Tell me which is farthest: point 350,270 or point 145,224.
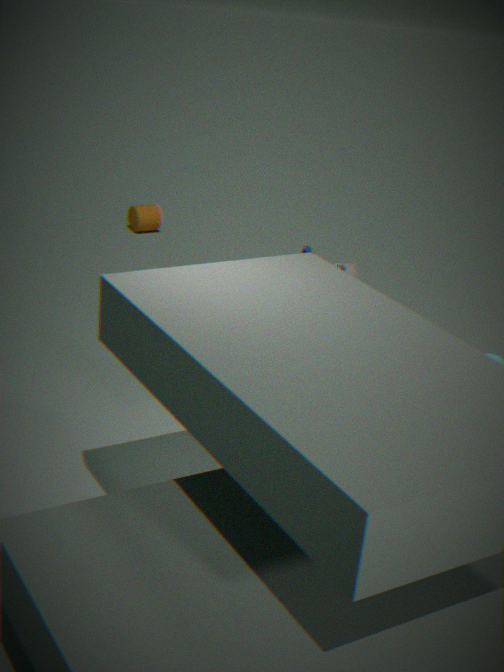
point 145,224
